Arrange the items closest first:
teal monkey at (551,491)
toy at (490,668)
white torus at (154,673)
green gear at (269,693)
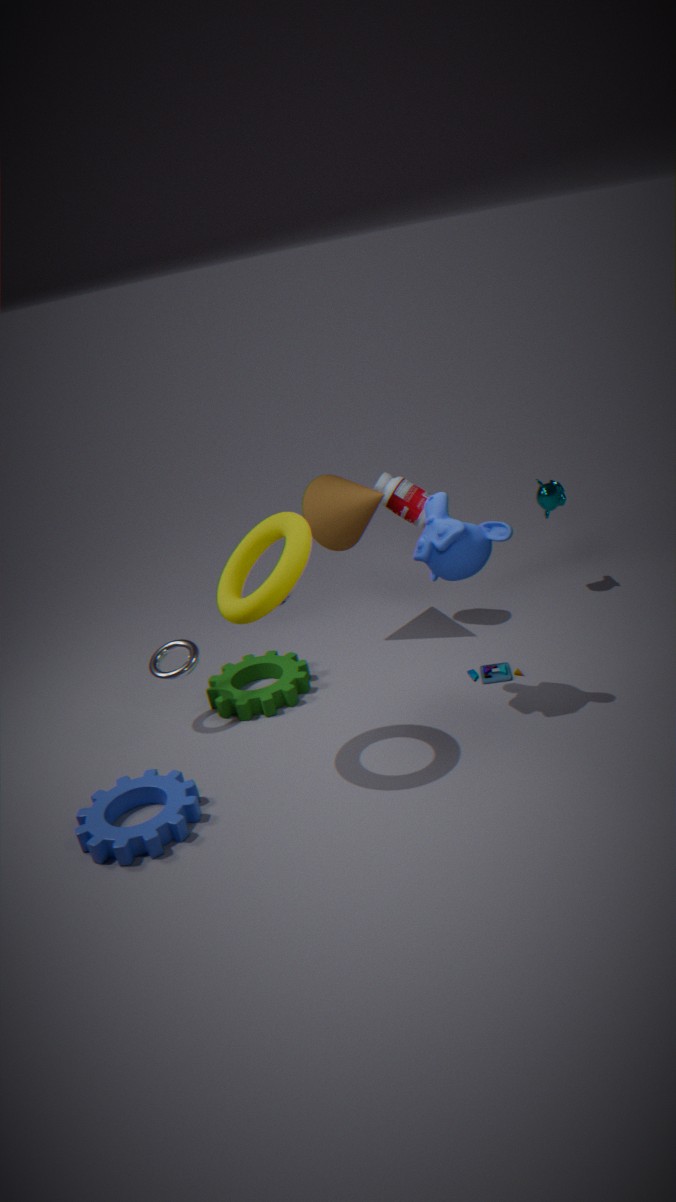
white torus at (154,673) < toy at (490,668) < green gear at (269,693) < teal monkey at (551,491)
